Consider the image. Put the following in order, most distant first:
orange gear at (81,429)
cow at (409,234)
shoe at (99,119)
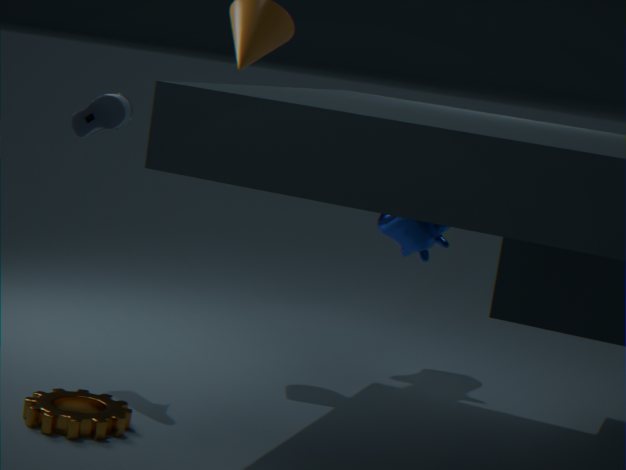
cow at (409,234)
shoe at (99,119)
orange gear at (81,429)
